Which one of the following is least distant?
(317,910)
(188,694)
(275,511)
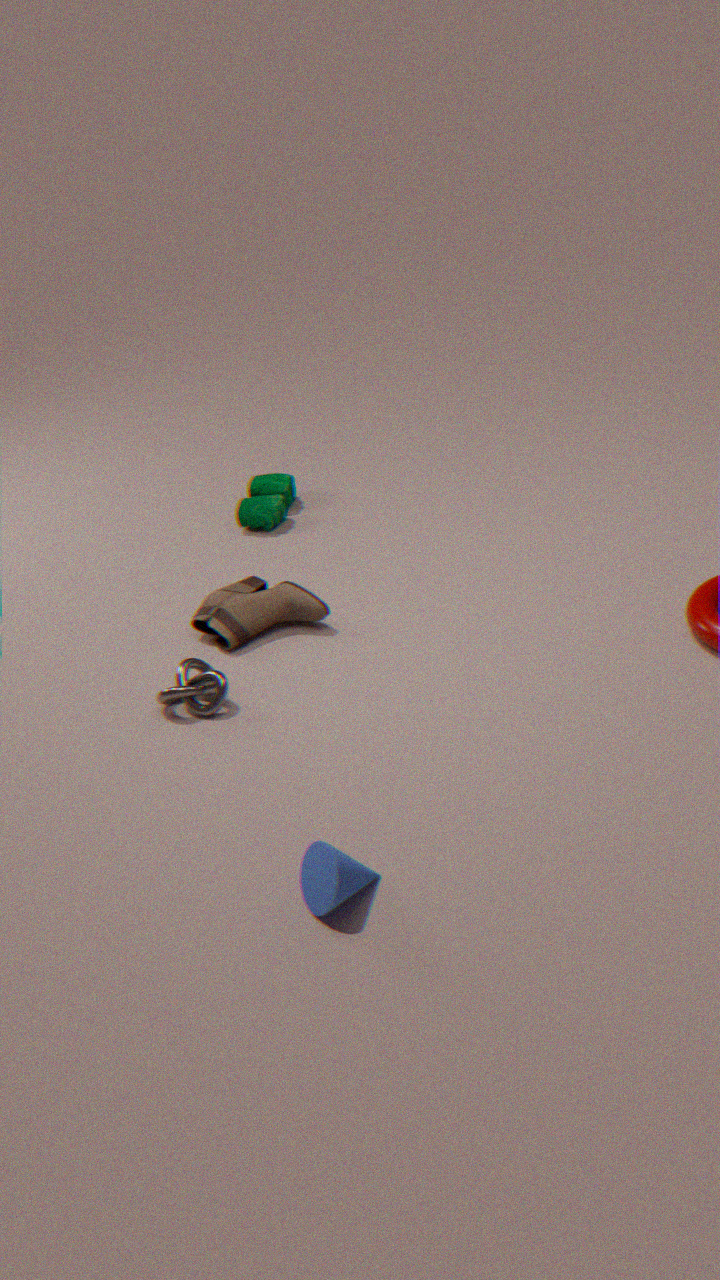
(317,910)
